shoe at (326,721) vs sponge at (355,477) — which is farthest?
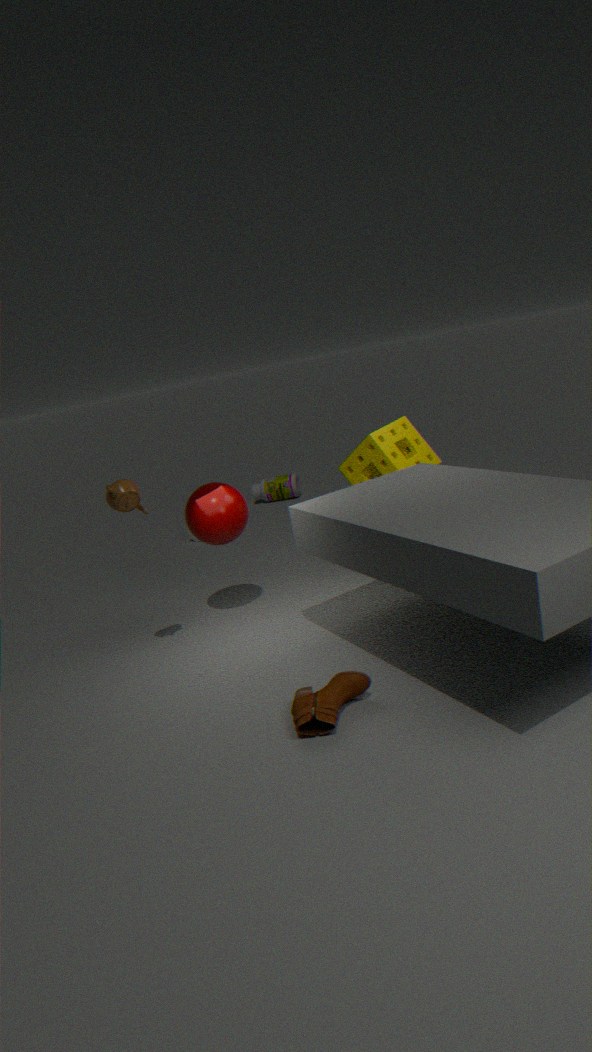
sponge at (355,477)
